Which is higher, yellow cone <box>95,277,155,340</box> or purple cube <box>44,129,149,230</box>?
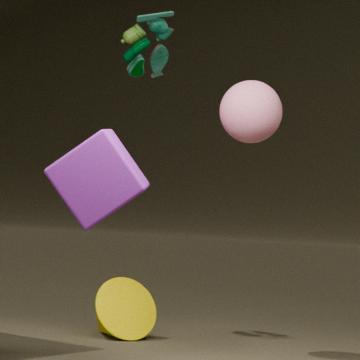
purple cube <box>44,129,149,230</box>
